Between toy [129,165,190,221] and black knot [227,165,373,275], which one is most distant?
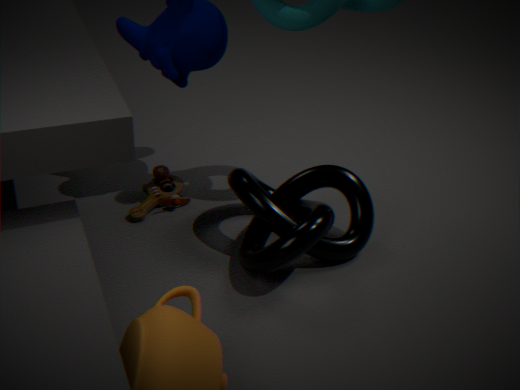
toy [129,165,190,221]
